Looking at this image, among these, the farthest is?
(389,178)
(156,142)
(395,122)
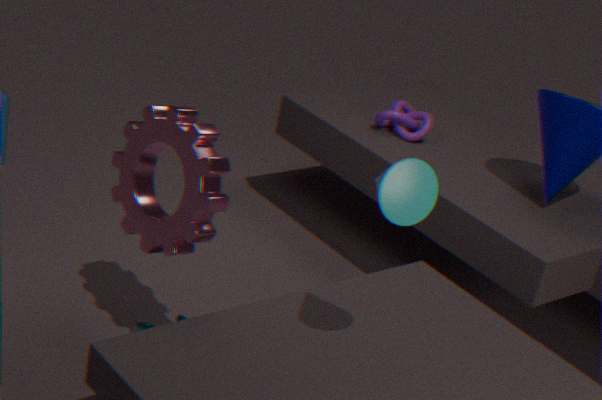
(395,122)
